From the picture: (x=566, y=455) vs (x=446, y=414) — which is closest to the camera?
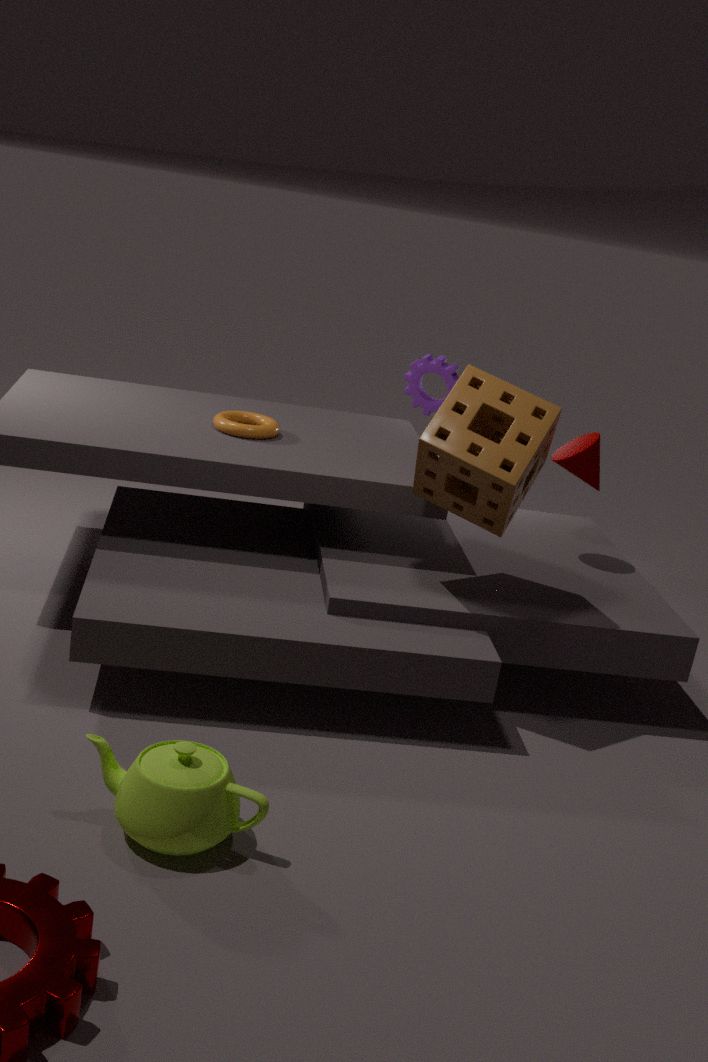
(x=446, y=414)
